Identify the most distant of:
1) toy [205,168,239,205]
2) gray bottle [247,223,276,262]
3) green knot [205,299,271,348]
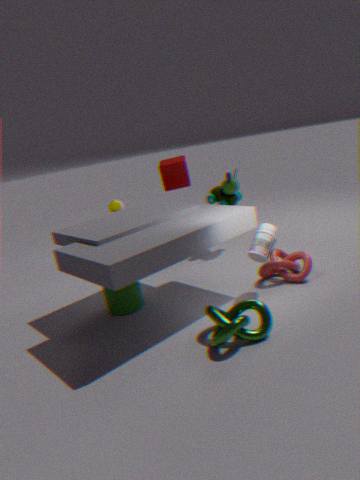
1. toy [205,168,239,205]
